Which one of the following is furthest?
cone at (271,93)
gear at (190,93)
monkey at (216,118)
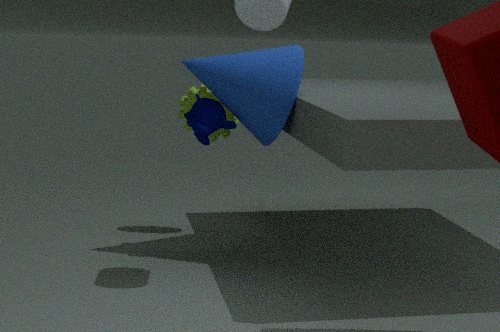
gear at (190,93)
